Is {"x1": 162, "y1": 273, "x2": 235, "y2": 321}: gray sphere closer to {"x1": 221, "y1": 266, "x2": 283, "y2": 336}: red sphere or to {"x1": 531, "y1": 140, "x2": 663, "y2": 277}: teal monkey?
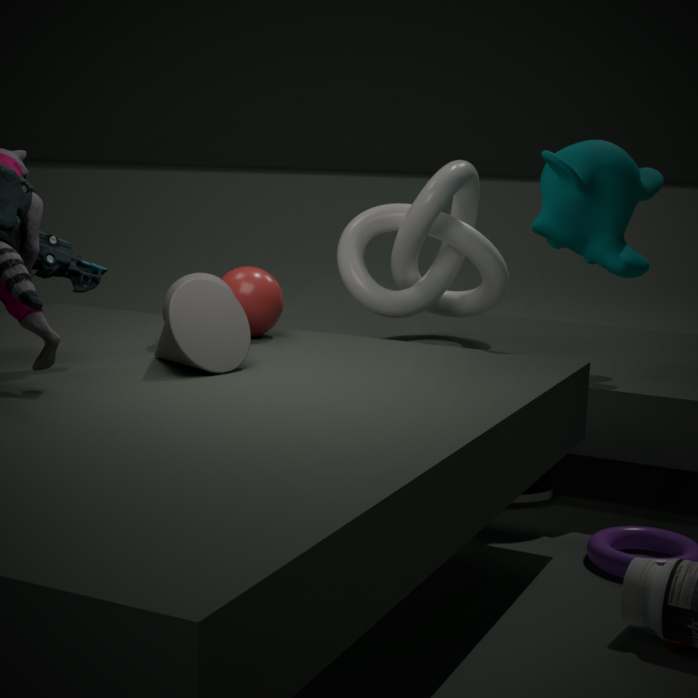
{"x1": 221, "y1": 266, "x2": 283, "y2": 336}: red sphere
